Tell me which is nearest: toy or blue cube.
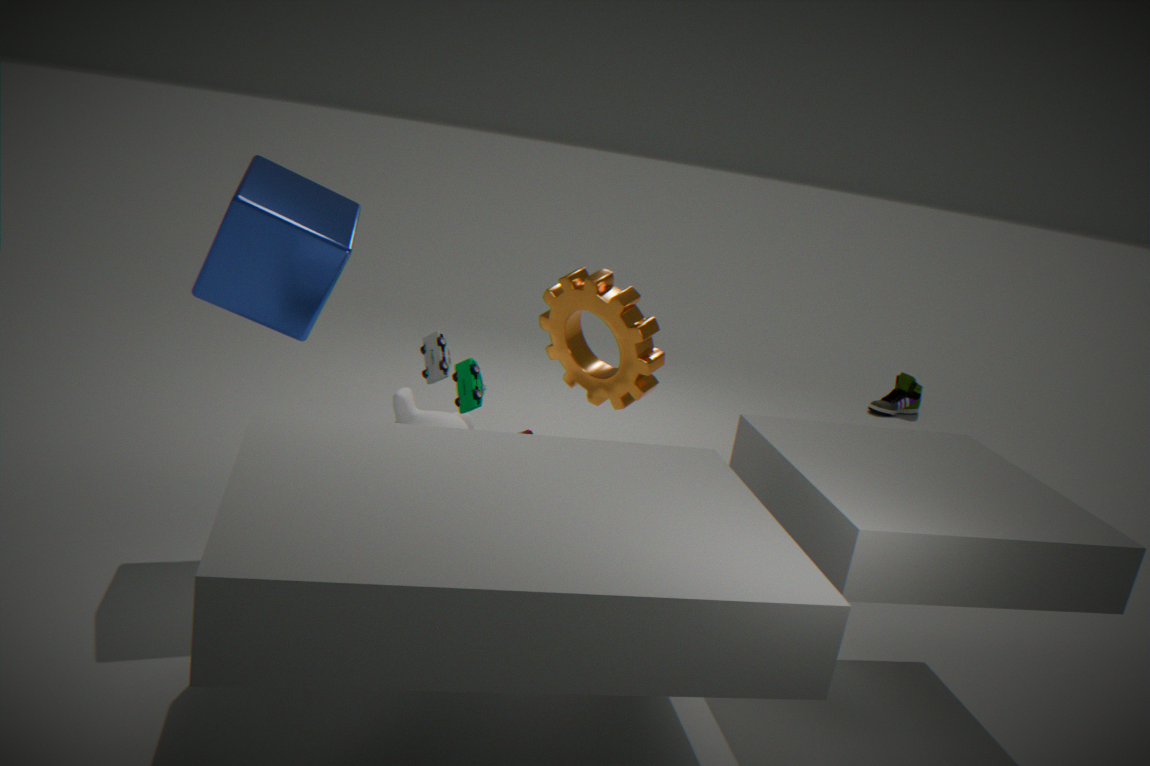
blue cube
